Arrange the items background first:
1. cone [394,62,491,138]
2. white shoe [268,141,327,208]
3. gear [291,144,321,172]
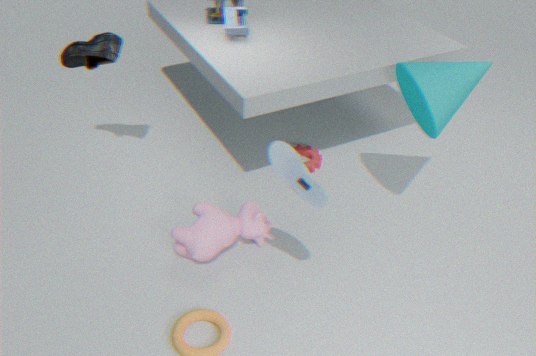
gear [291,144,321,172], cone [394,62,491,138], white shoe [268,141,327,208]
